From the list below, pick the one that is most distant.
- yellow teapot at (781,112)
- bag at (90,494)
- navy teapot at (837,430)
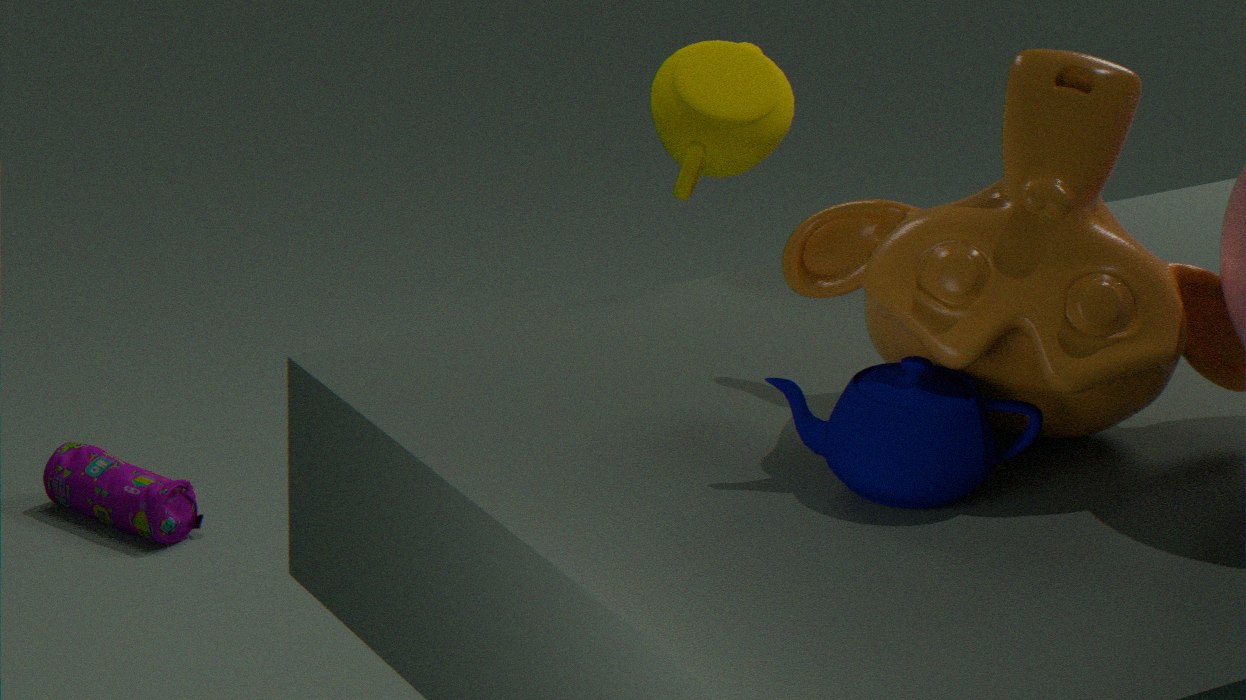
bag at (90,494)
